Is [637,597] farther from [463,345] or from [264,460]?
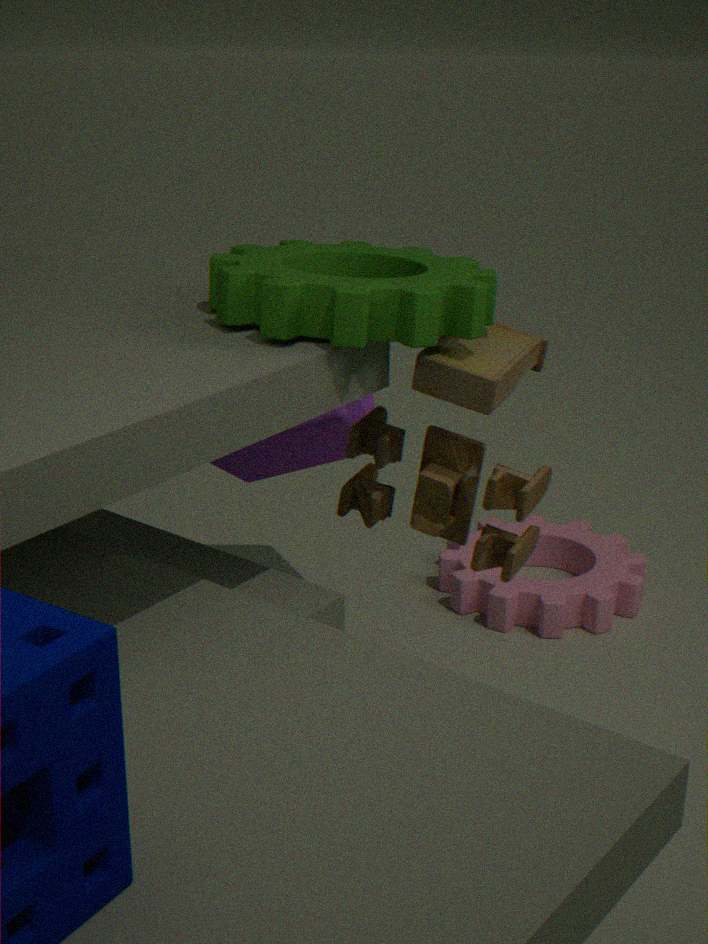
[463,345]
